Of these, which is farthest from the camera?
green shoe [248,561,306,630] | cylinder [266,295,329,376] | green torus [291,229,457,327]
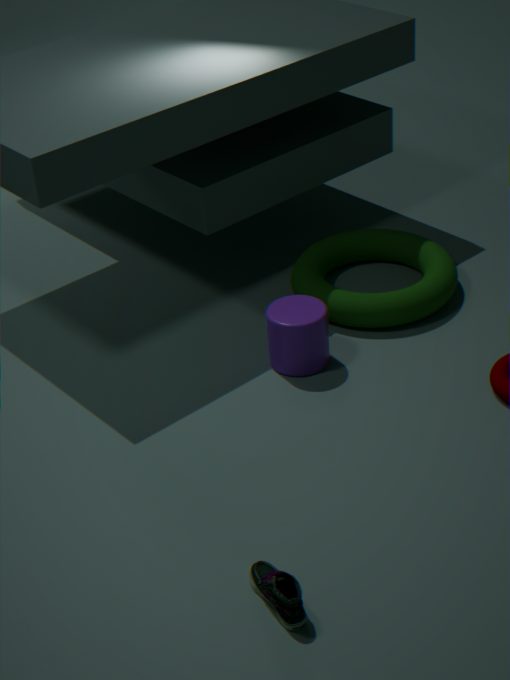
green torus [291,229,457,327]
